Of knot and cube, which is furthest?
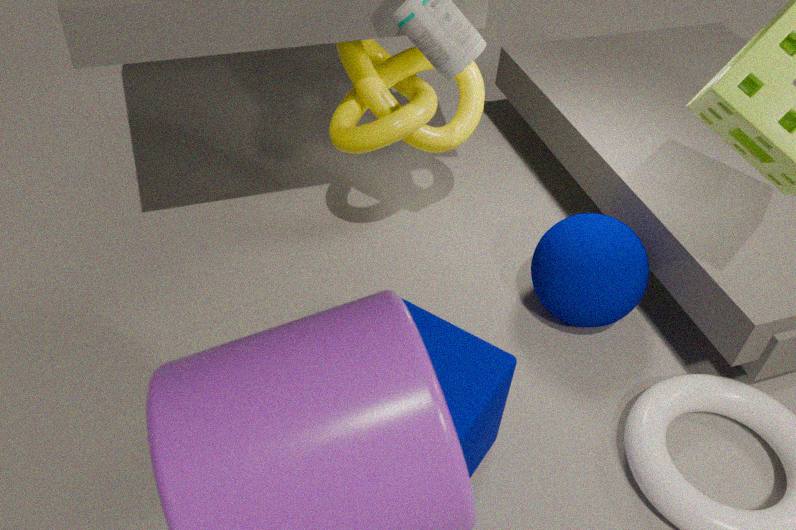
knot
